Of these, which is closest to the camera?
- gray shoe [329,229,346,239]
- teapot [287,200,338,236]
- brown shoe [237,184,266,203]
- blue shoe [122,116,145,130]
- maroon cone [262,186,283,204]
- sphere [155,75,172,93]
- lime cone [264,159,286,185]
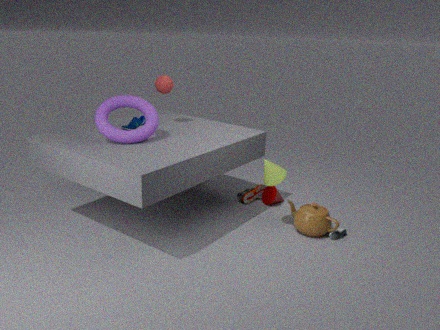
lime cone [264,159,286,185]
